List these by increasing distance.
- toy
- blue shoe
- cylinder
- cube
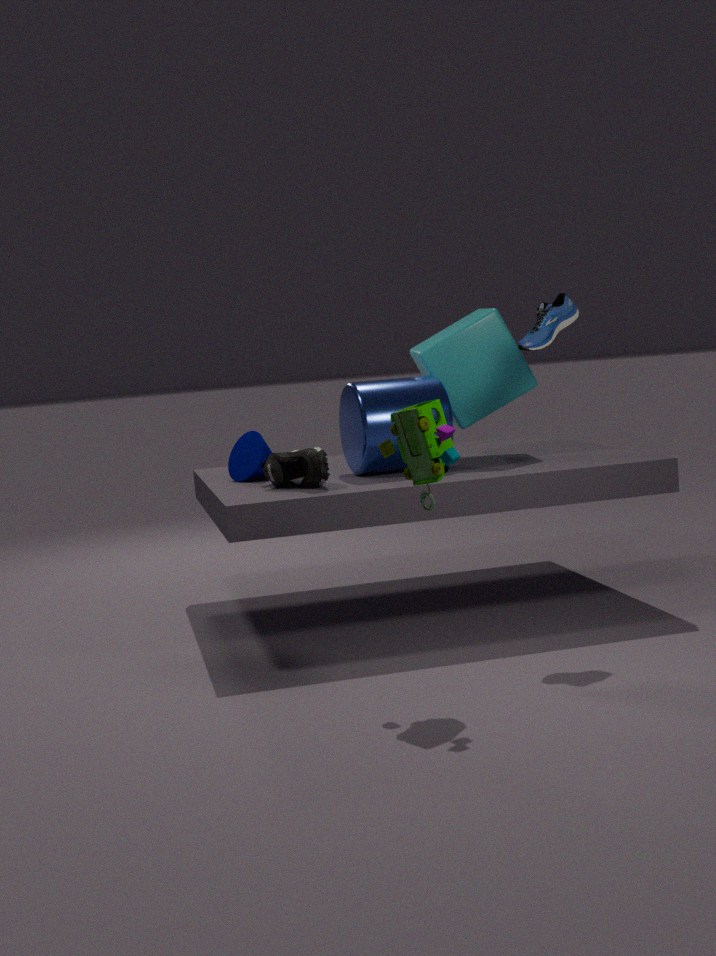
toy, blue shoe, cylinder, cube
